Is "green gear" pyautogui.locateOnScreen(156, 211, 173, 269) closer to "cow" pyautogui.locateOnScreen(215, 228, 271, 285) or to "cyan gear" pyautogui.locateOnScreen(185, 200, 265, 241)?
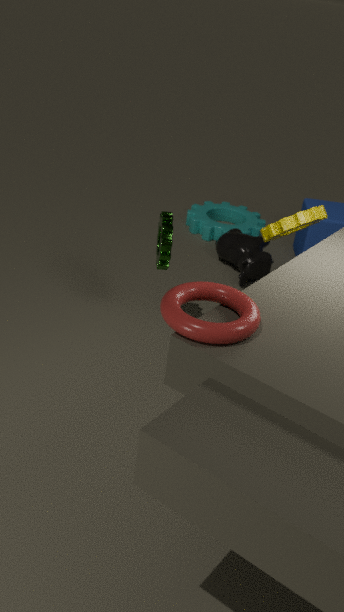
"cow" pyautogui.locateOnScreen(215, 228, 271, 285)
